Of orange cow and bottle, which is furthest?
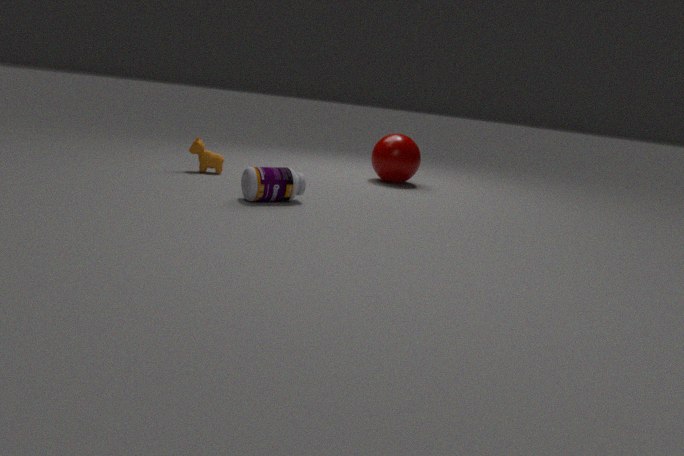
orange cow
